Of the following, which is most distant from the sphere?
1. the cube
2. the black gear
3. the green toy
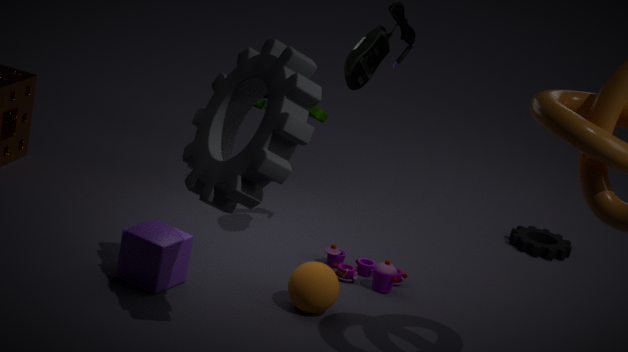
the black gear
